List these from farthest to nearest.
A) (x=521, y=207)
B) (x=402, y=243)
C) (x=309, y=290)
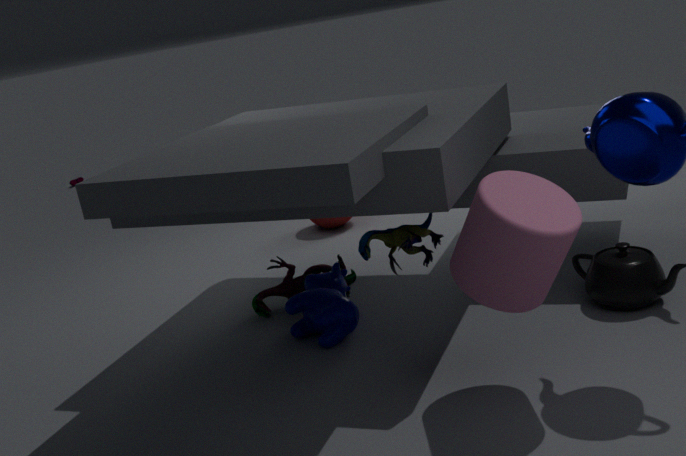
(x=309, y=290) < (x=402, y=243) < (x=521, y=207)
